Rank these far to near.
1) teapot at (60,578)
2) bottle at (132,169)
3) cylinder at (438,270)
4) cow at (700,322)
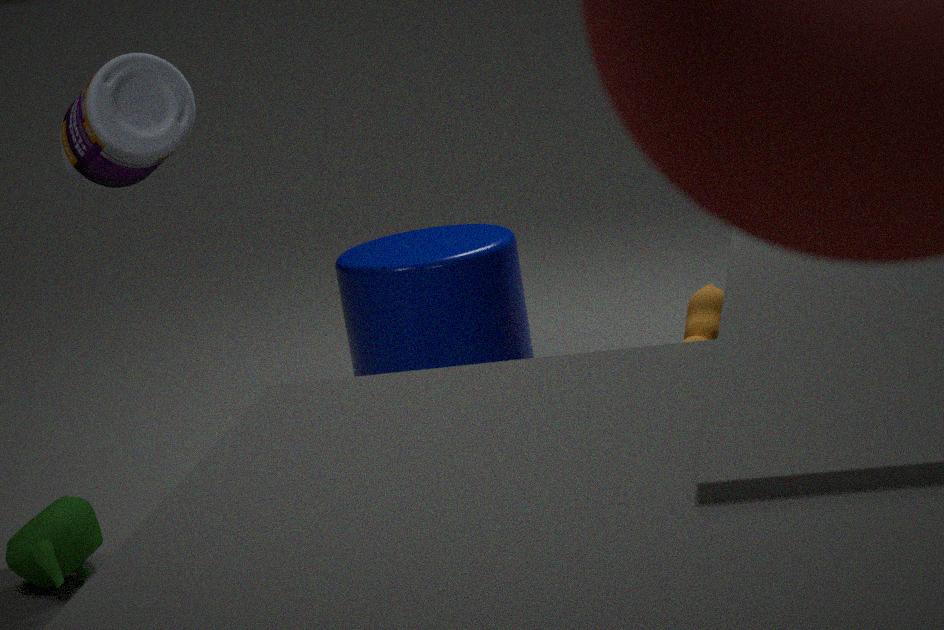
4. cow at (700,322) < 3. cylinder at (438,270) < 2. bottle at (132,169) < 1. teapot at (60,578)
